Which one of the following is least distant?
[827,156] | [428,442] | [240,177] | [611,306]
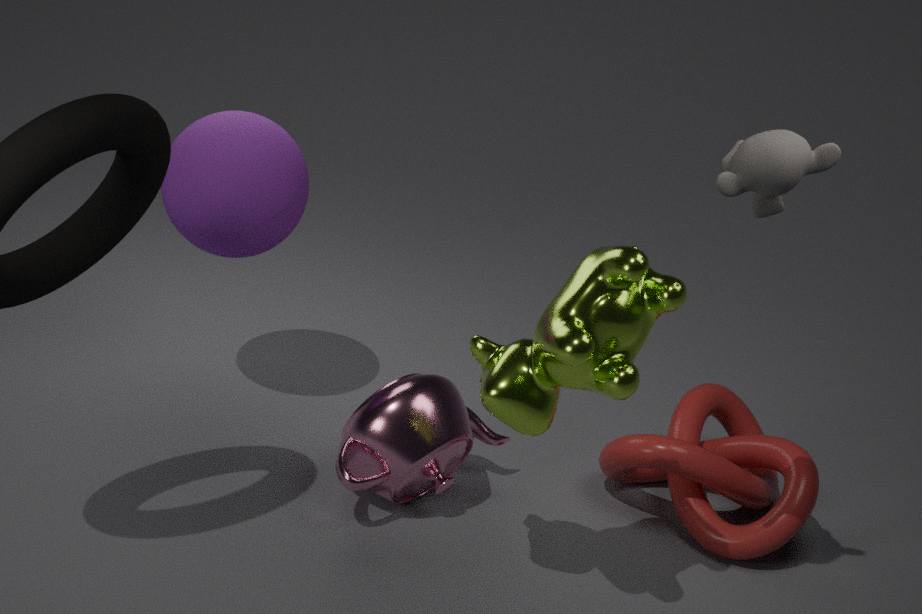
[827,156]
